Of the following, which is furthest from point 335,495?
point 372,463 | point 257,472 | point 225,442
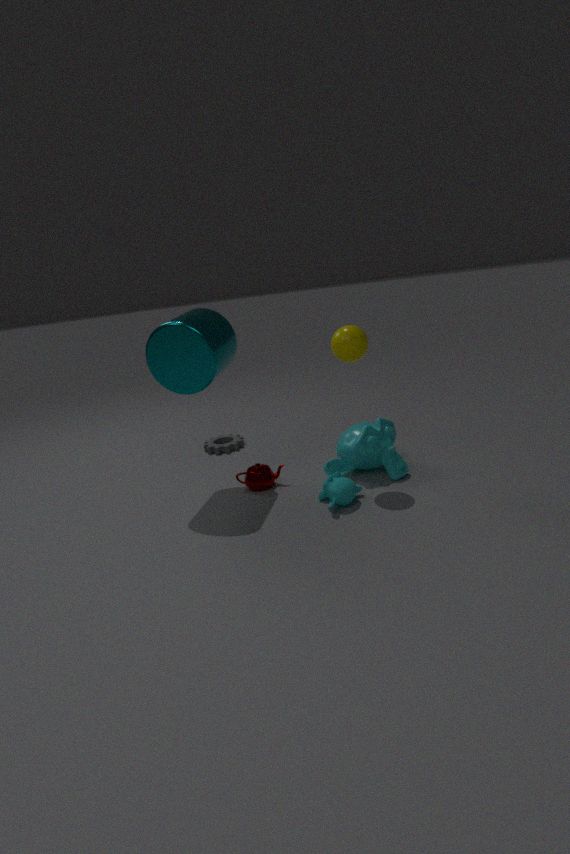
point 225,442
